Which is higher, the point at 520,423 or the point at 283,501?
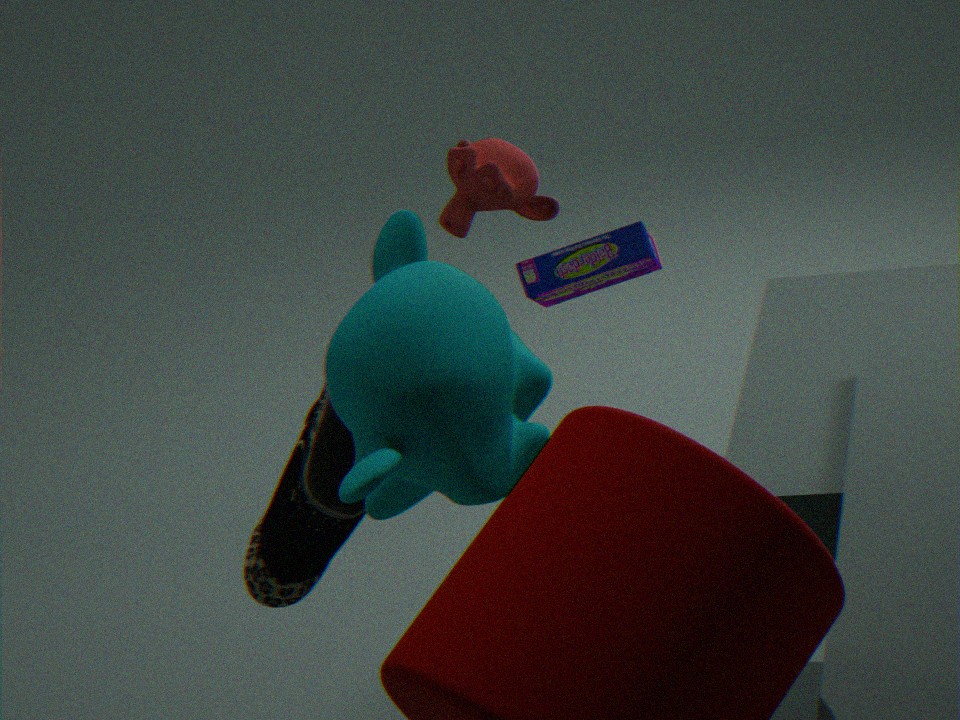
the point at 520,423
